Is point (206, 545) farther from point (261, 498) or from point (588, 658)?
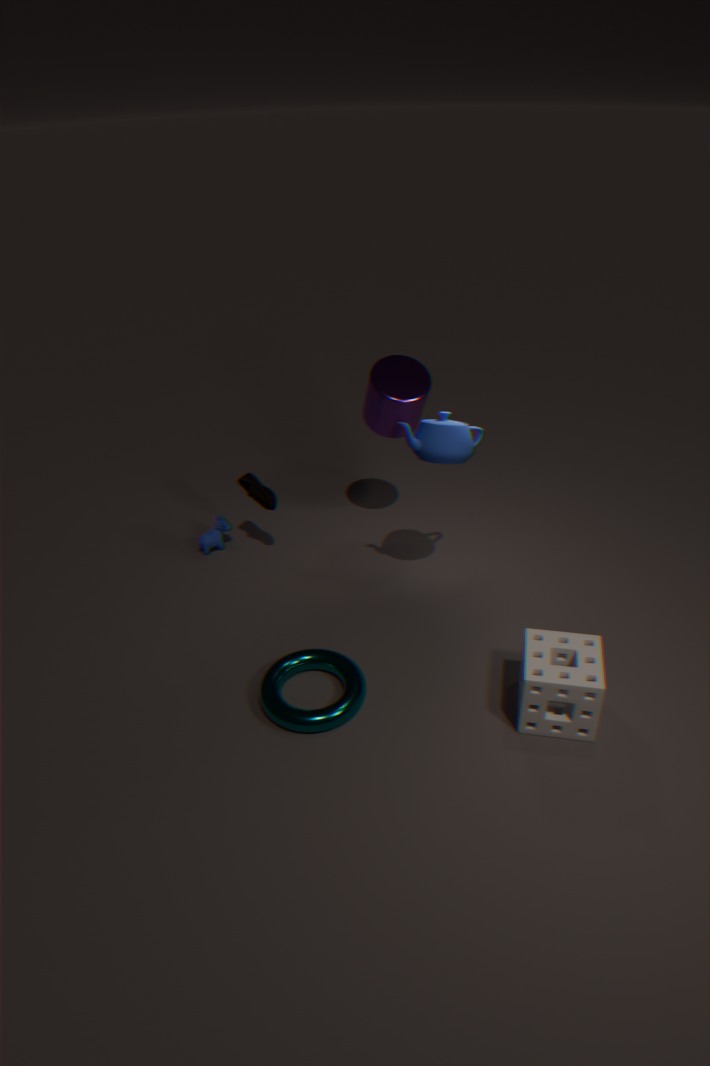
point (588, 658)
